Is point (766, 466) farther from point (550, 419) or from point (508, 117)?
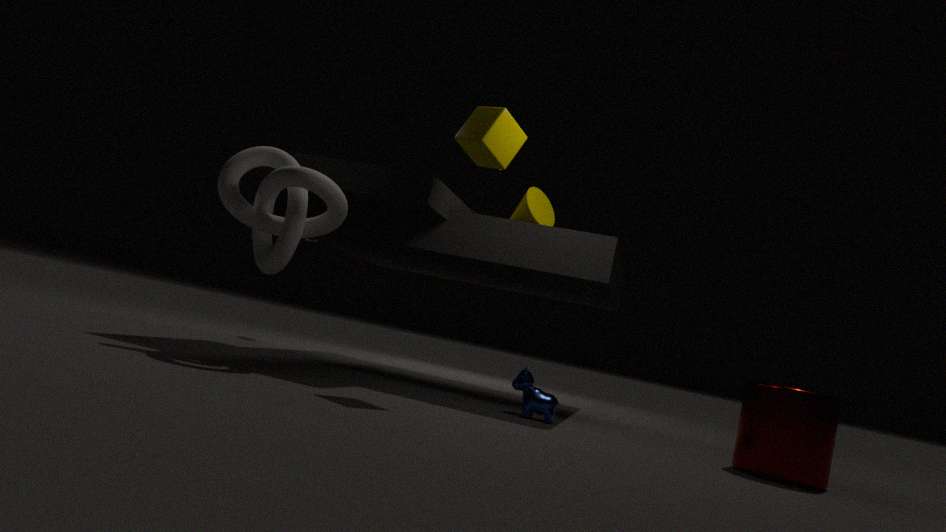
point (508, 117)
